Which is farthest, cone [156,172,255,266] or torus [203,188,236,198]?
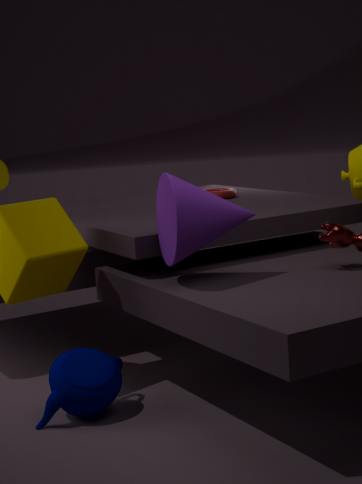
torus [203,188,236,198]
